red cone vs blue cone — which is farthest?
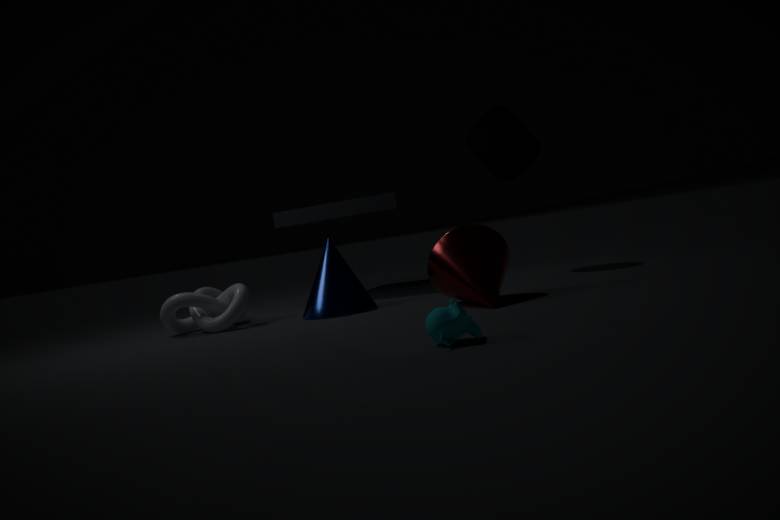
blue cone
